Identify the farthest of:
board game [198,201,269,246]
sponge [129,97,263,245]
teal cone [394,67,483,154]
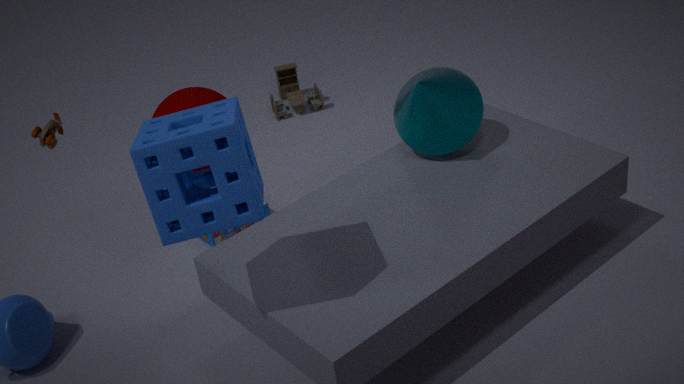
board game [198,201,269,246]
